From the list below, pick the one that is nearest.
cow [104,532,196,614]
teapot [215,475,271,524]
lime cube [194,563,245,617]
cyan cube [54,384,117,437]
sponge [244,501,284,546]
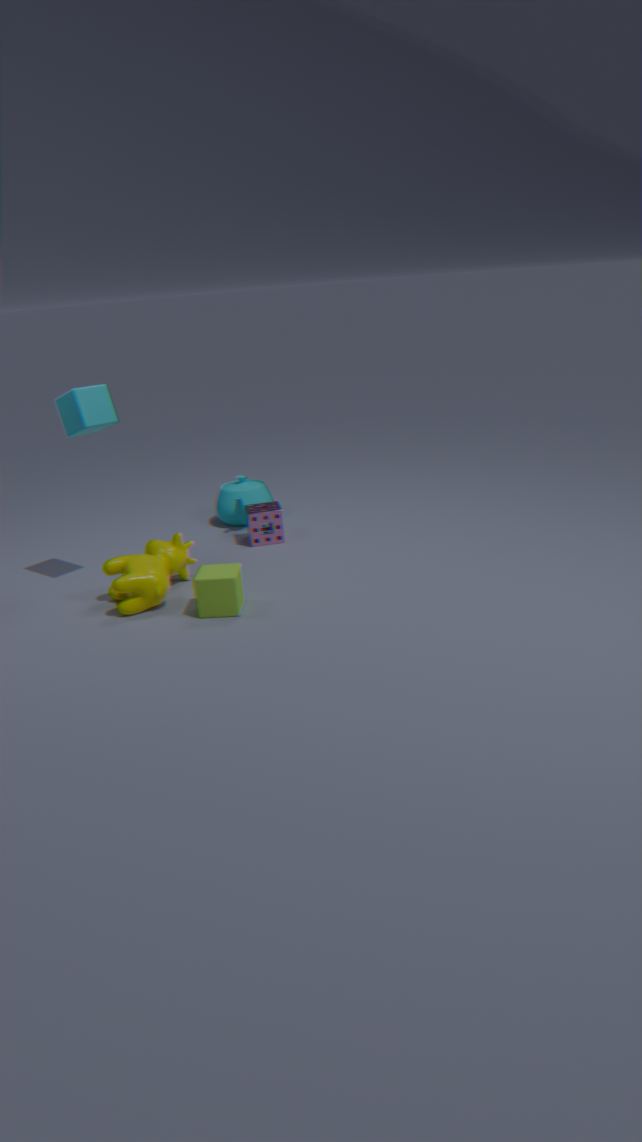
lime cube [194,563,245,617]
